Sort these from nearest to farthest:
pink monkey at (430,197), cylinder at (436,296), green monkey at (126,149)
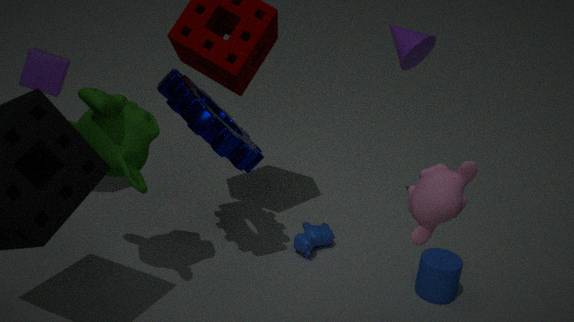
pink monkey at (430,197) → green monkey at (126,149) → cylinder at (436,296)
